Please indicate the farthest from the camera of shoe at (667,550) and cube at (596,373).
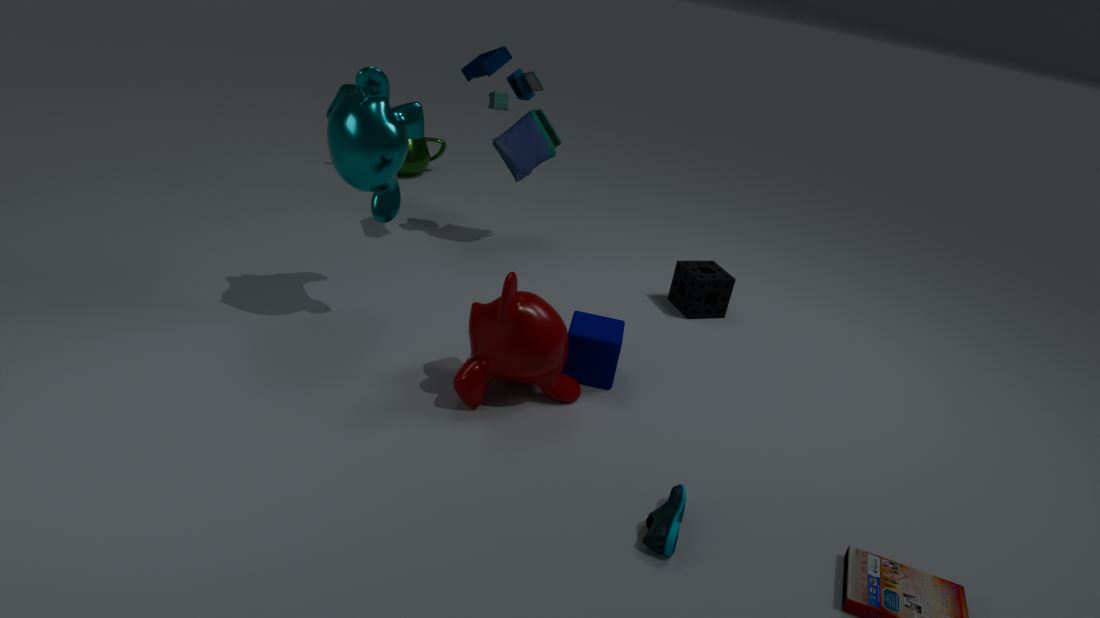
cube at (596,373)
